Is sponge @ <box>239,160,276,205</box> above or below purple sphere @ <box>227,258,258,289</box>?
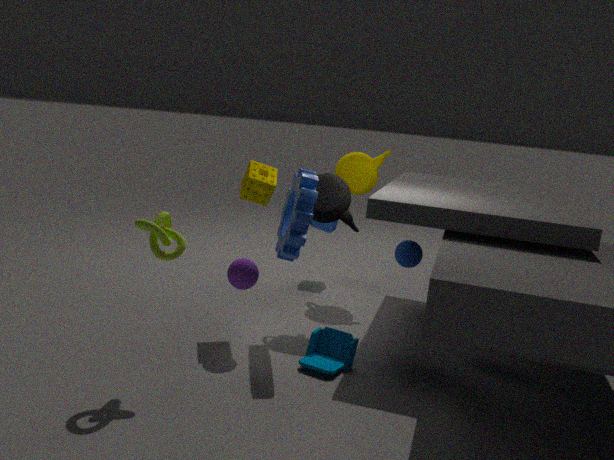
above
